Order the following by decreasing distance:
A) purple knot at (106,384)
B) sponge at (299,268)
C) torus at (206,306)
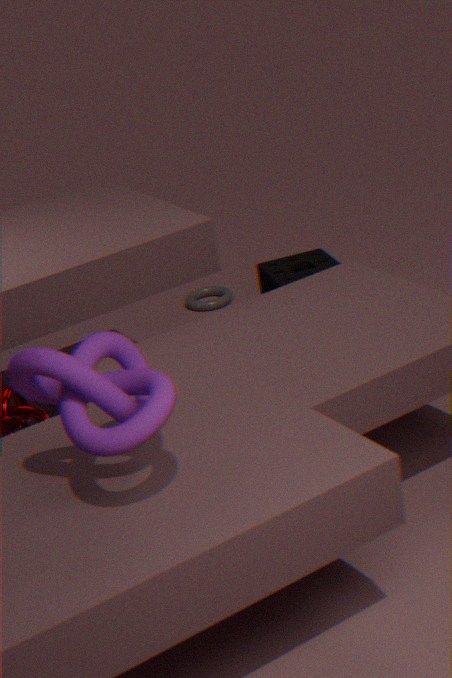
torus at (206,306), sponge at (299,268), purple knot at (106,384)
